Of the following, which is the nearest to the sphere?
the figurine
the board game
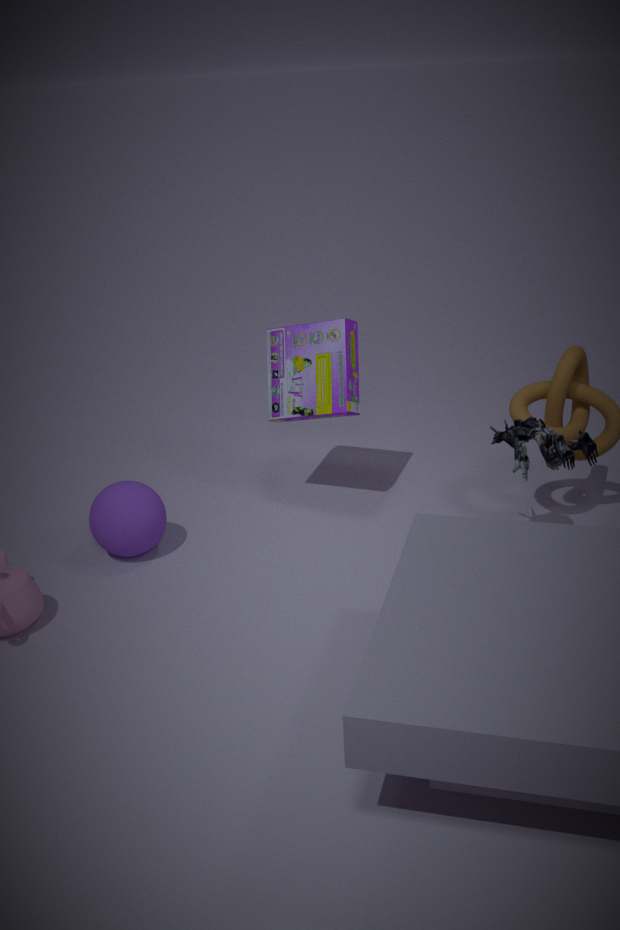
the board game
